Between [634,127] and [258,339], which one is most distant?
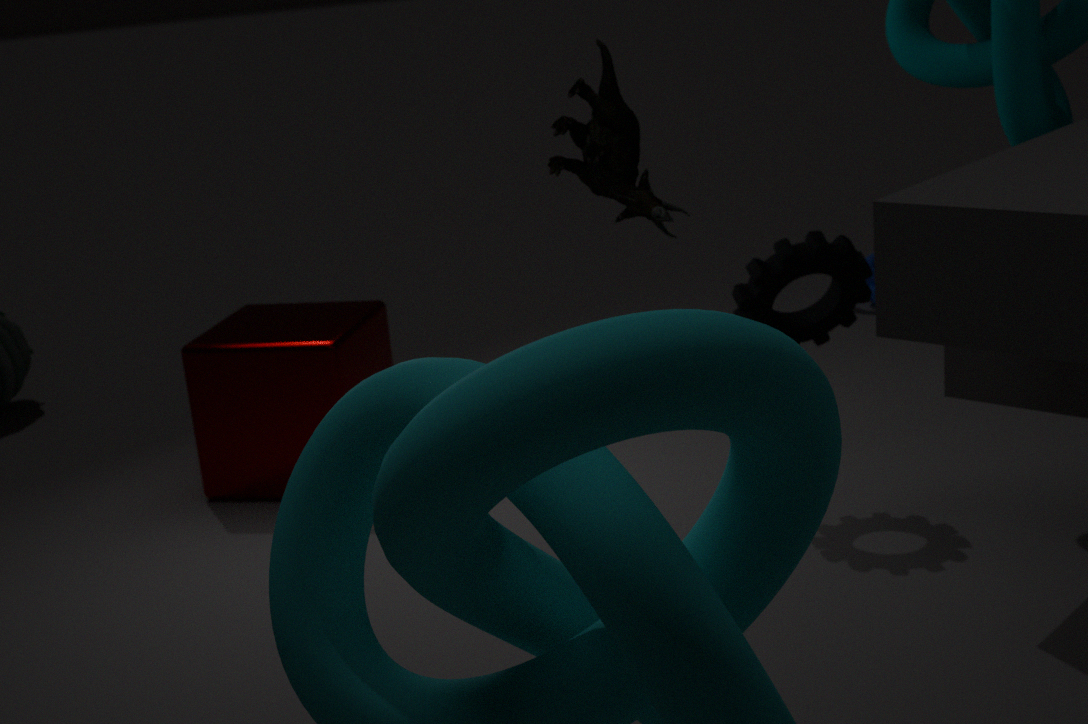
[258,339]
